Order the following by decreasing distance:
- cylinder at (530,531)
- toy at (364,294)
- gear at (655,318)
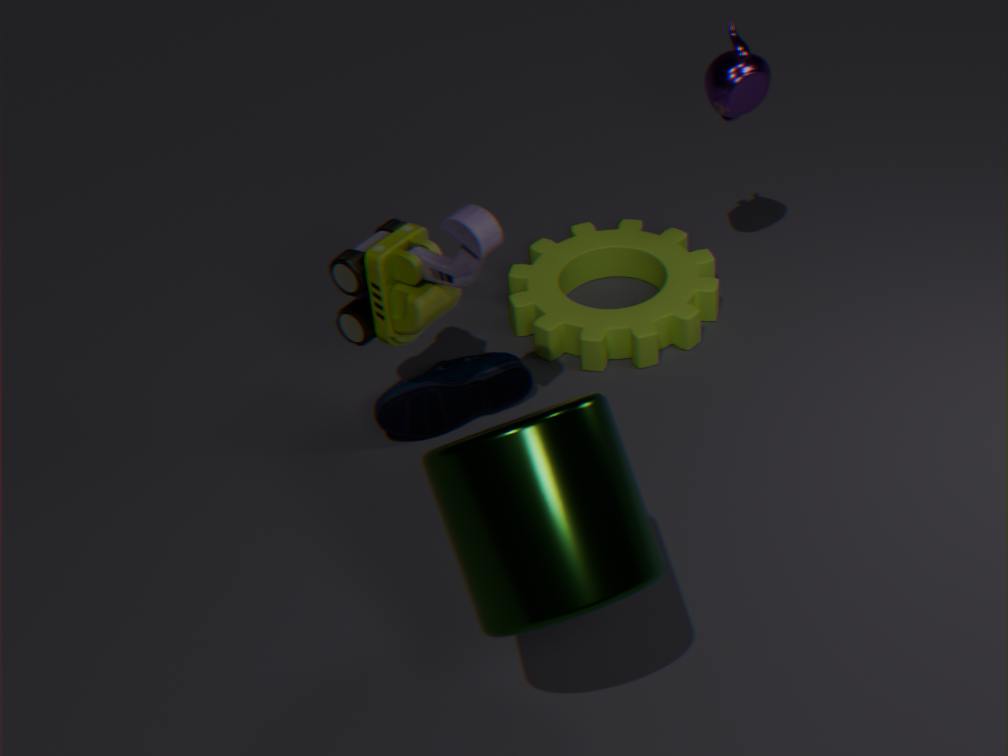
1. gear at (655,318)
2. toy at (364,294)
3. cylinder at (530,531)
